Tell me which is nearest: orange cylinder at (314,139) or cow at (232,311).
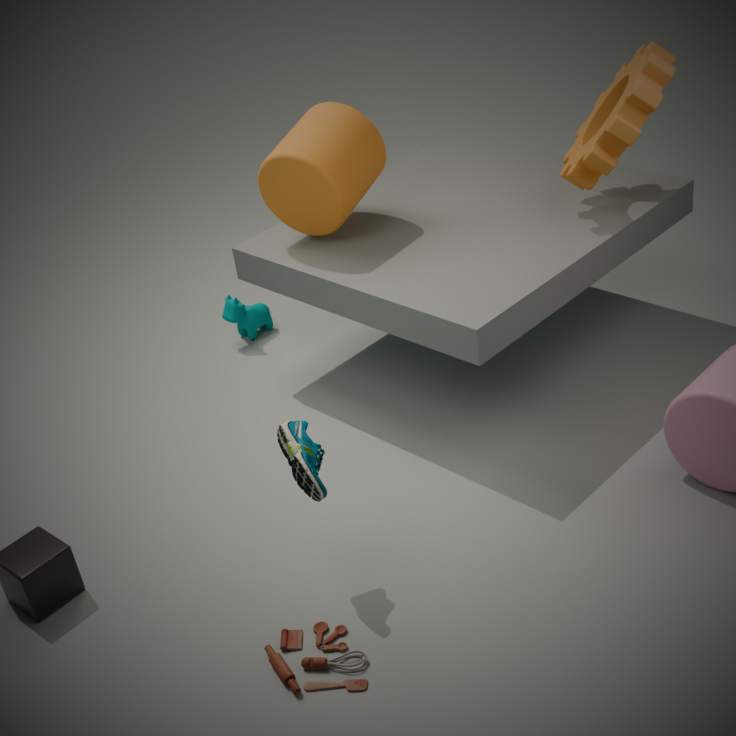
orange cylinder at (314,139)
